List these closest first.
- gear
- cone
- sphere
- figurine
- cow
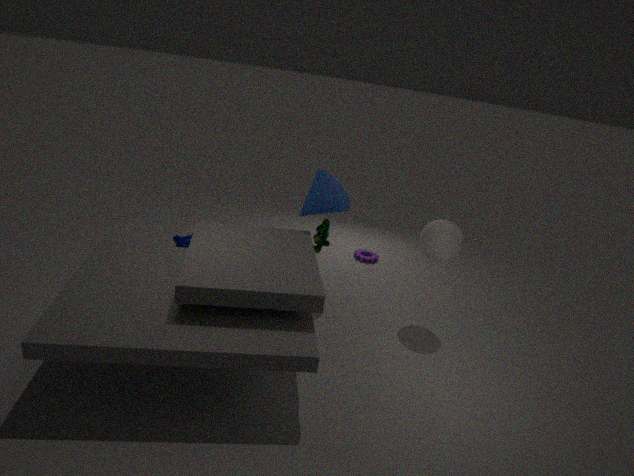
sphere < cone < figurine < cow < gear
